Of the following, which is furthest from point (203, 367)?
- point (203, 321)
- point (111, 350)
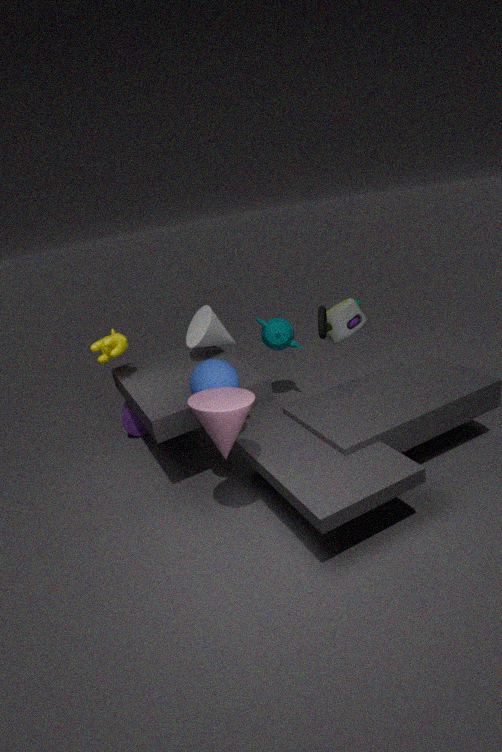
point (111, 350)
